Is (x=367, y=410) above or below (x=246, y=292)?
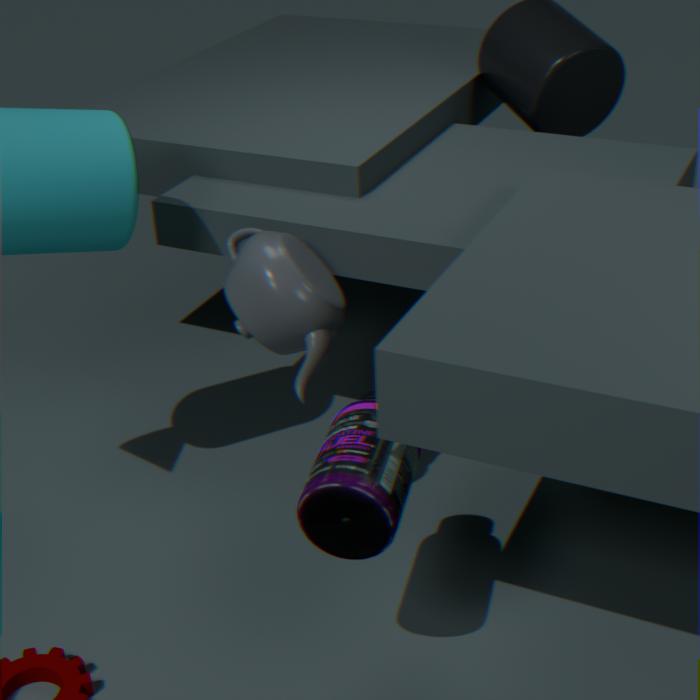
below
